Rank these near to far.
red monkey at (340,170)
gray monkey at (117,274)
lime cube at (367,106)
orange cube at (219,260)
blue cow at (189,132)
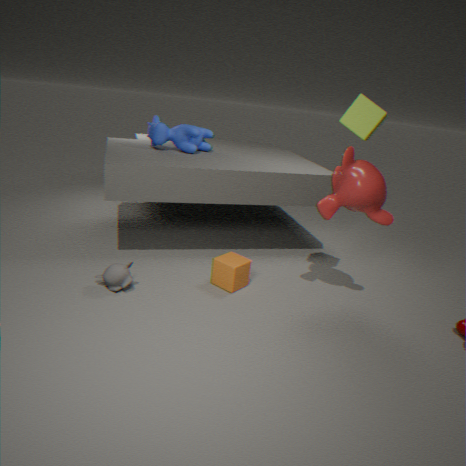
lime cube at (367,106) → red monkey at (340,170) → gray monkey at (117,274) → orange cube at (219,260) → blue cow at (189,132)
